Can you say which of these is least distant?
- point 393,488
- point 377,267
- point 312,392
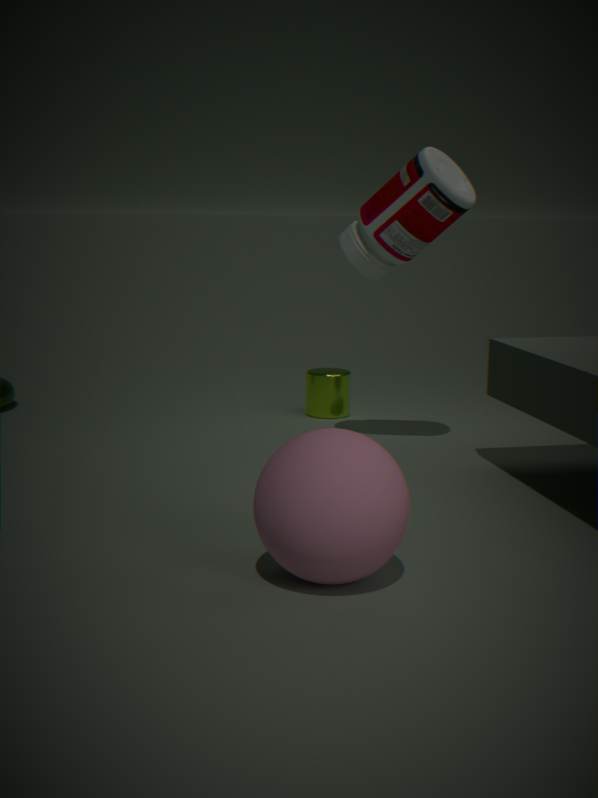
point 393,488
